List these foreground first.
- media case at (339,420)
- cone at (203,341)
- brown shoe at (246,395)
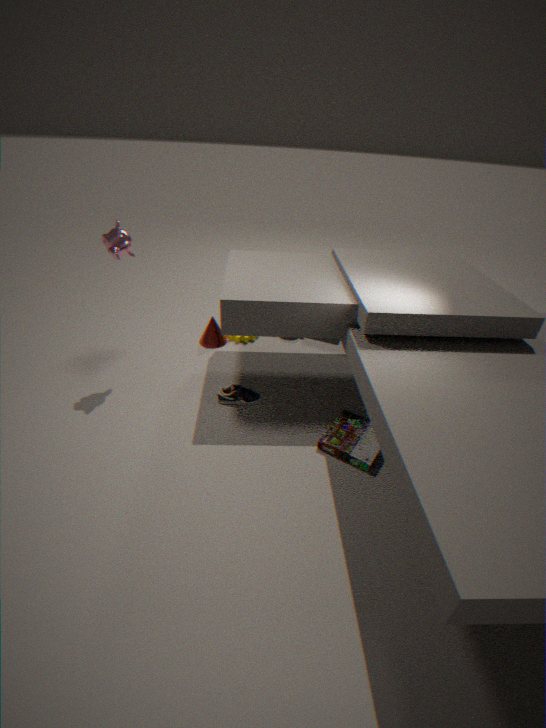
media case at (339,420)
brown shoe at (246,395)
cone at (203,341)
